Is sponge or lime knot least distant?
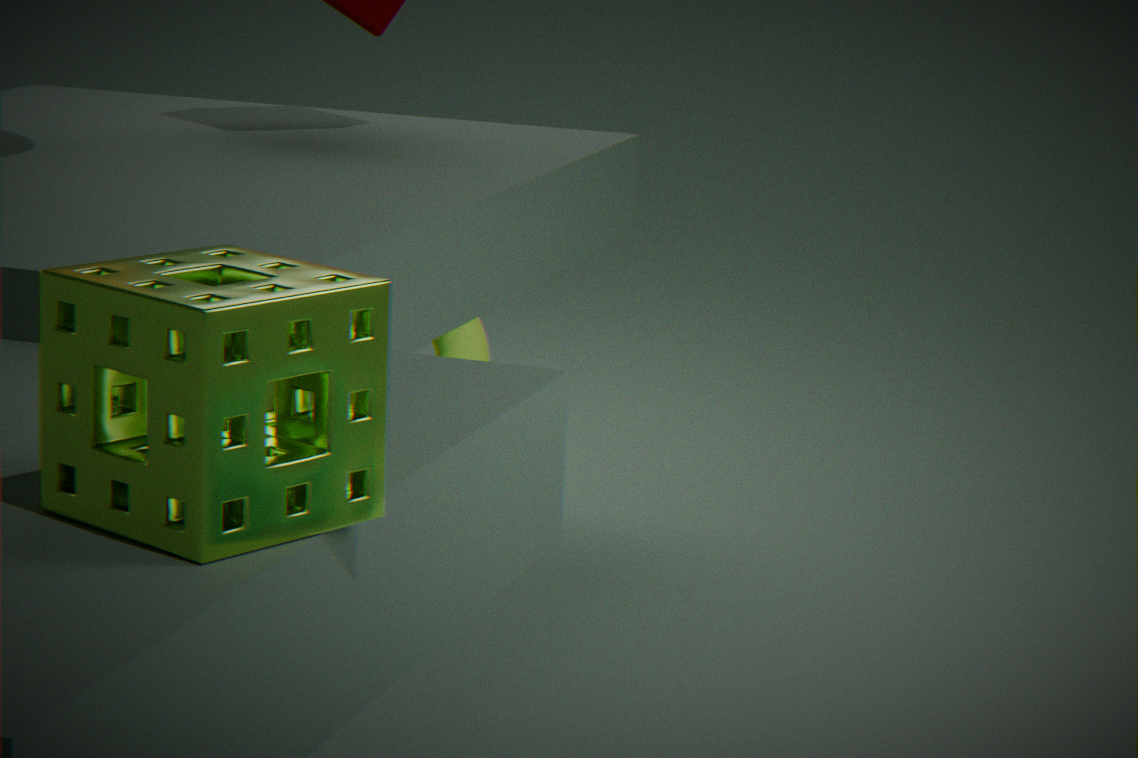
sponge
